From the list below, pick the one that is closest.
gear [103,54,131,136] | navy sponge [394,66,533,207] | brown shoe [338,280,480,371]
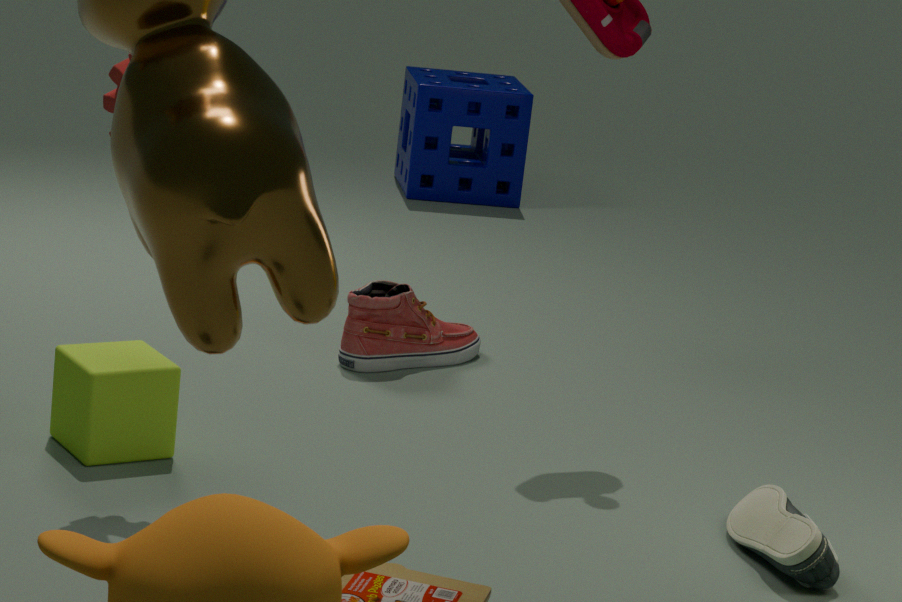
gear [103,54,131,136]
